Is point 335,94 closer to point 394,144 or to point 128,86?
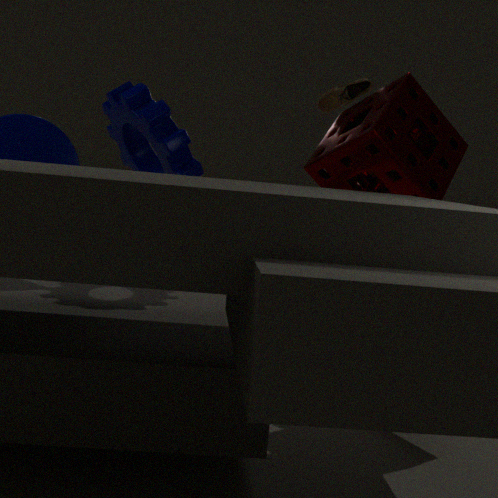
point 394,144
